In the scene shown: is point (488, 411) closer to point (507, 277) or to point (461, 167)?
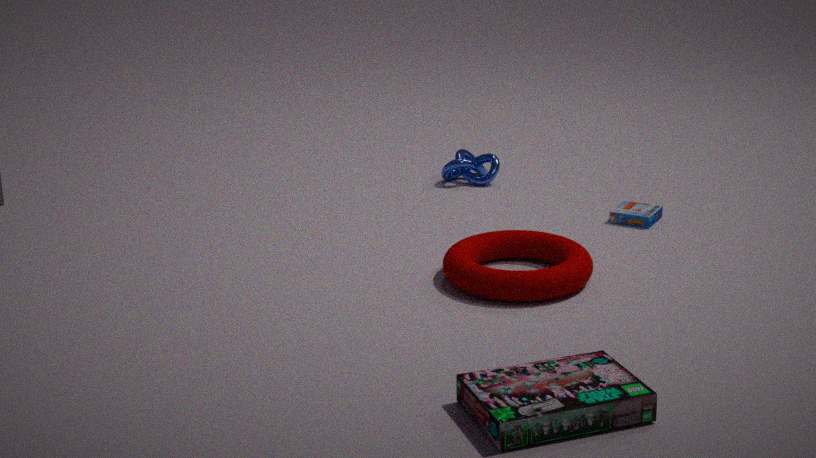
point (507, 277)
